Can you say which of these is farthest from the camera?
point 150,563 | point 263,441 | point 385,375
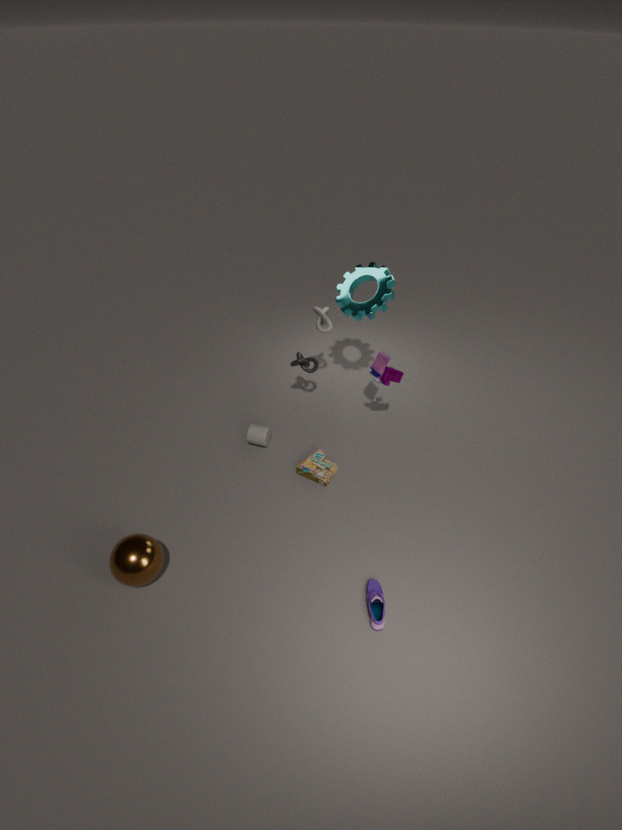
point 263,441
